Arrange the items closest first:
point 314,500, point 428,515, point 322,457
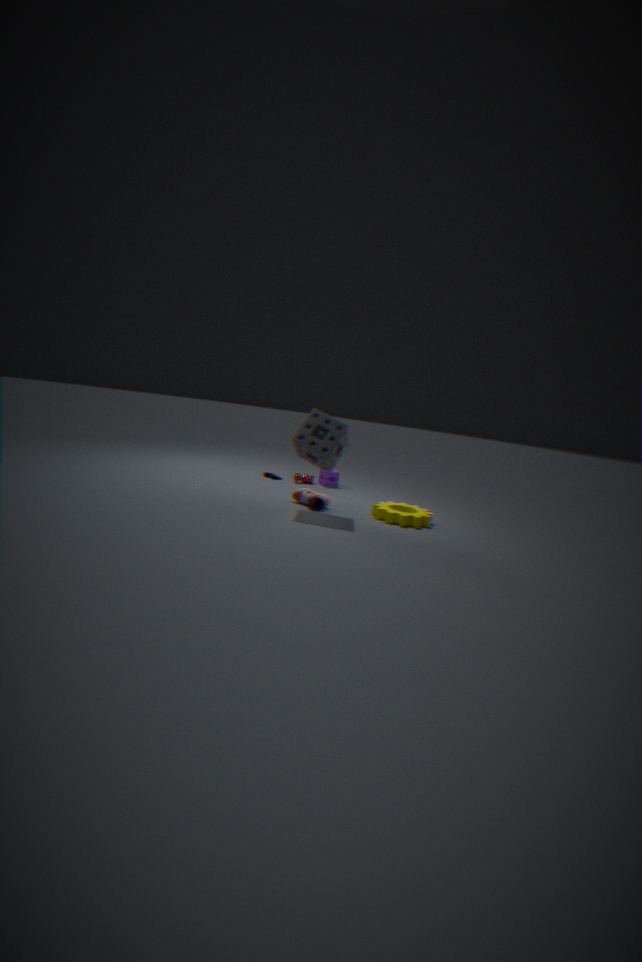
point 322,457 < point 428,515 < point 314,500
